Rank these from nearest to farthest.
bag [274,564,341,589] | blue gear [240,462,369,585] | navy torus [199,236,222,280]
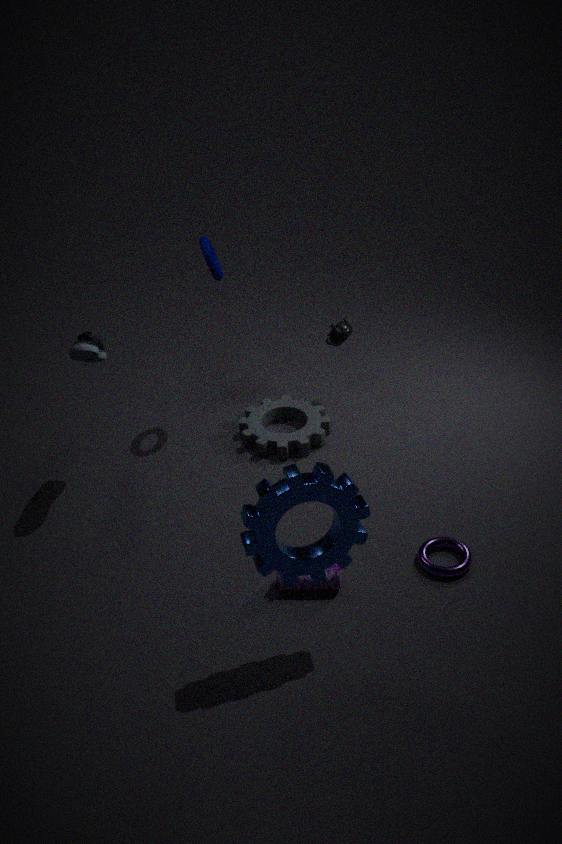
blue gear [240,462,369,585] → bag [274,564,341,589] → navy torus [199,236,222,280]
